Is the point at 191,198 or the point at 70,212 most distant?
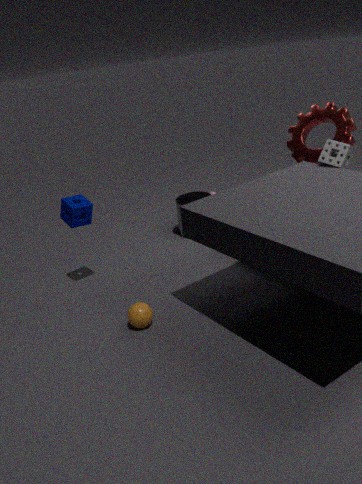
the point at 191,198
